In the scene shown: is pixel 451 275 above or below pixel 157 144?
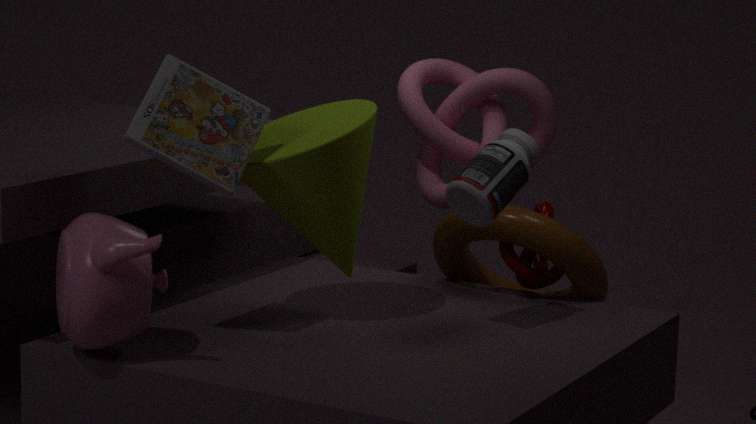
below
